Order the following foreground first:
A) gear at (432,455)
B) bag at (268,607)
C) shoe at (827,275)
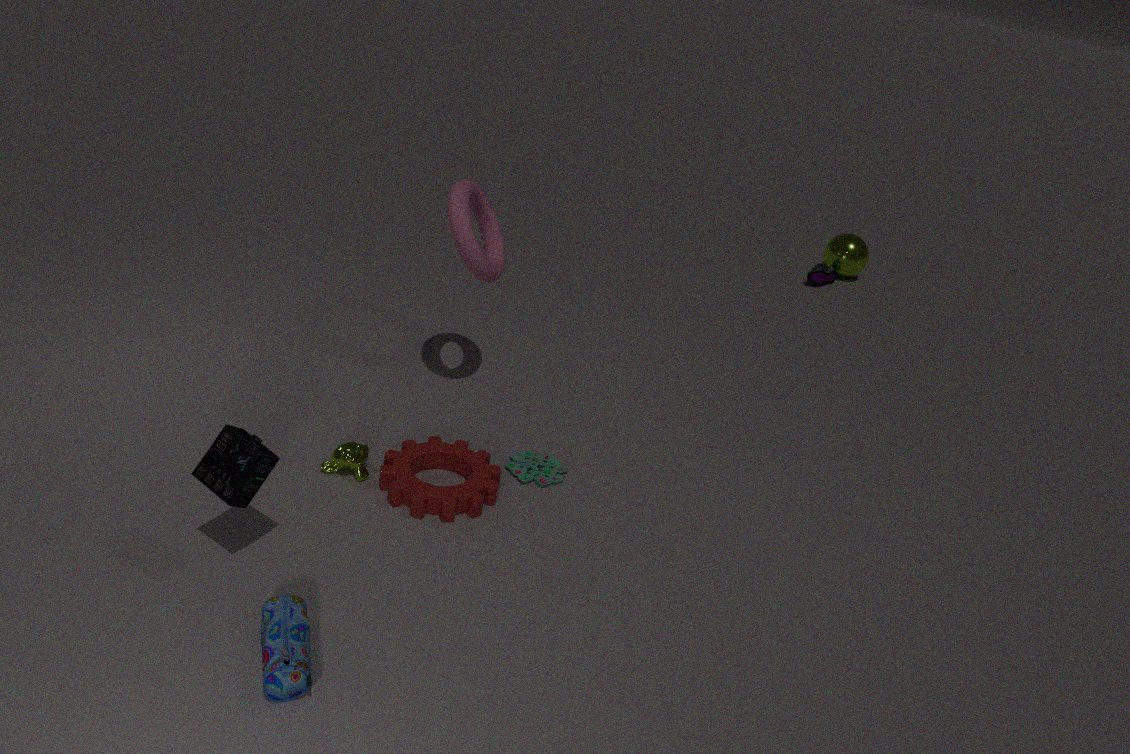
bag at (268,607) → gear at (432,455) → shoe at (827,275)
